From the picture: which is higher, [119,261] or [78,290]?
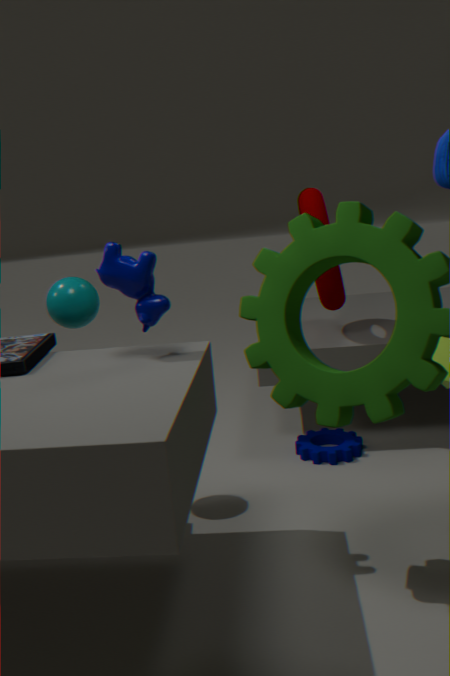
[119,261]
